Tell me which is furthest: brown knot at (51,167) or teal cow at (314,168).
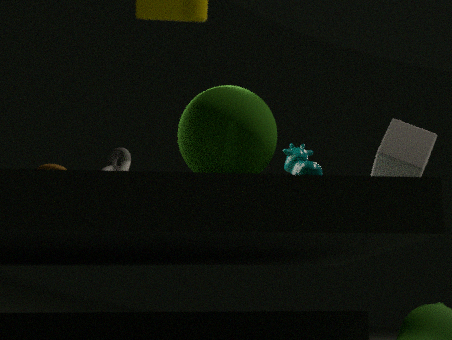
→ brown knot at (51,167)
